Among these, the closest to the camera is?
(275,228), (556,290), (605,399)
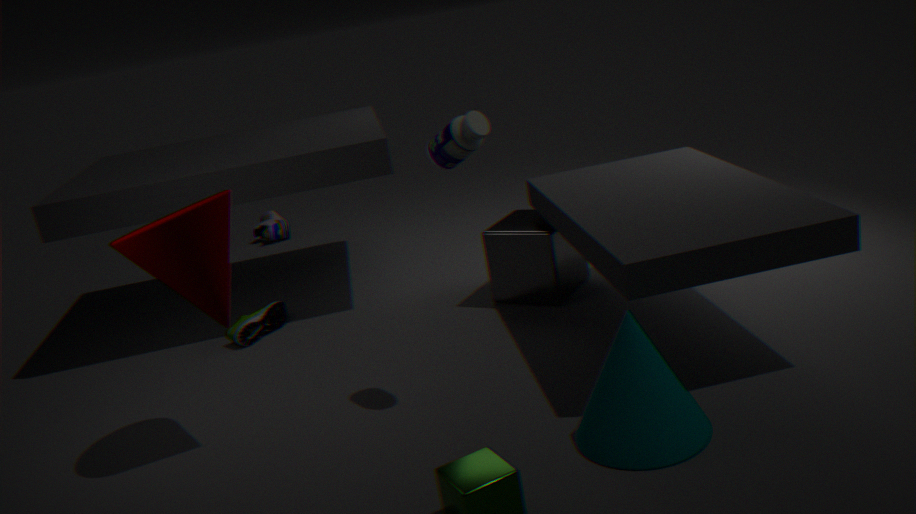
(605,399)
